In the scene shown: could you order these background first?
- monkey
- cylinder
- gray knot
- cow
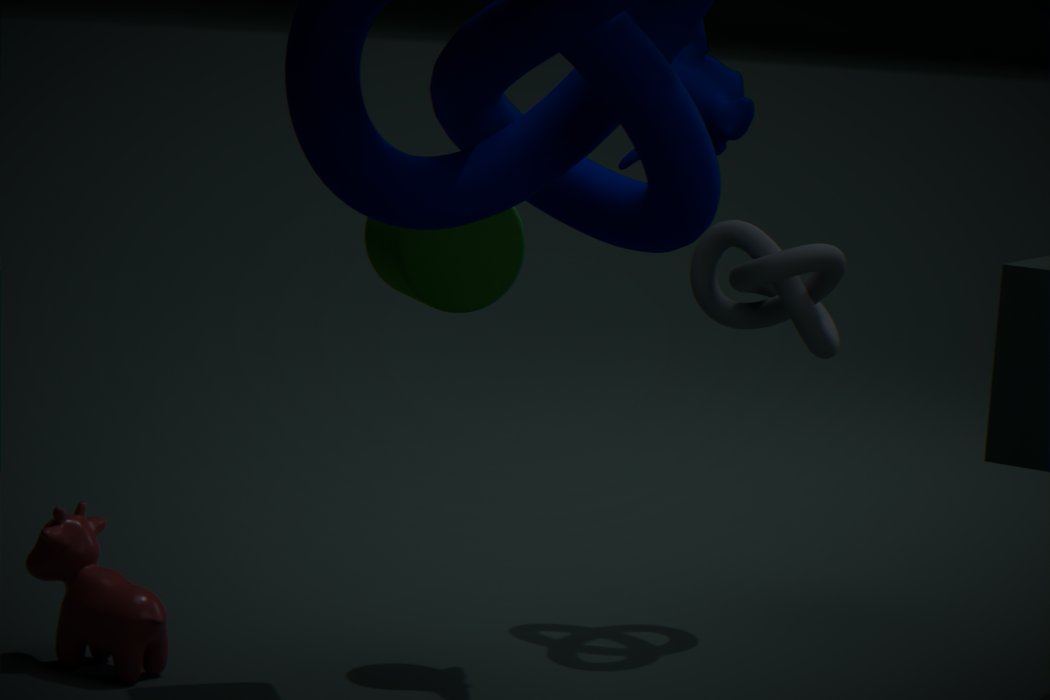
gray knot < monkey < cow < cylinder
